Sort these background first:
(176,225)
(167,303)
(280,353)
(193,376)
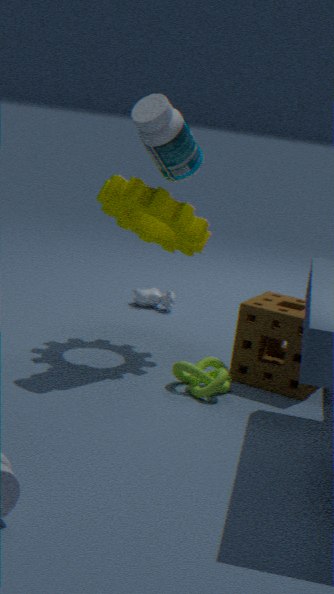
(167,303) → (280,353) → (176,225) → (193,376)
